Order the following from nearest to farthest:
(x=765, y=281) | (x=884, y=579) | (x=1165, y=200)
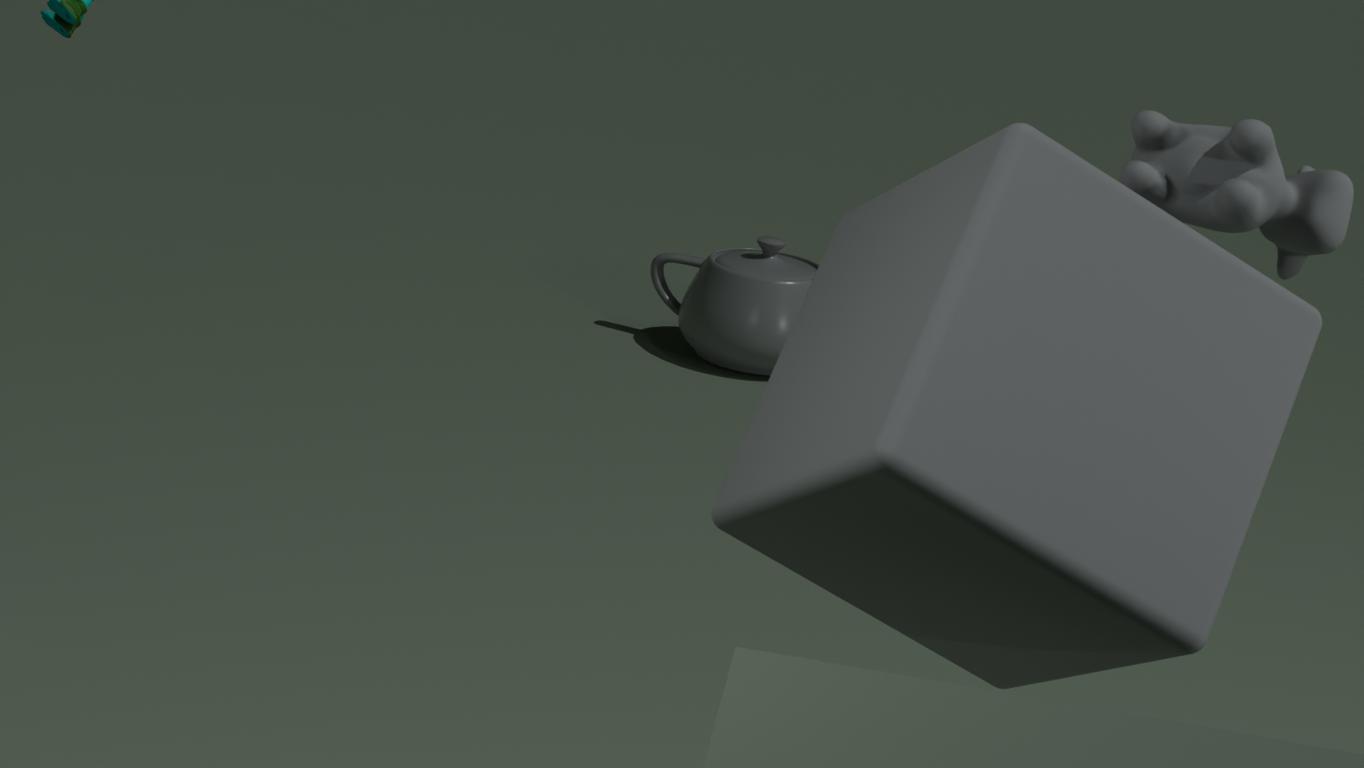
(x=884, y=579)
(x=1165, y=200)
(x=765, y=281)
